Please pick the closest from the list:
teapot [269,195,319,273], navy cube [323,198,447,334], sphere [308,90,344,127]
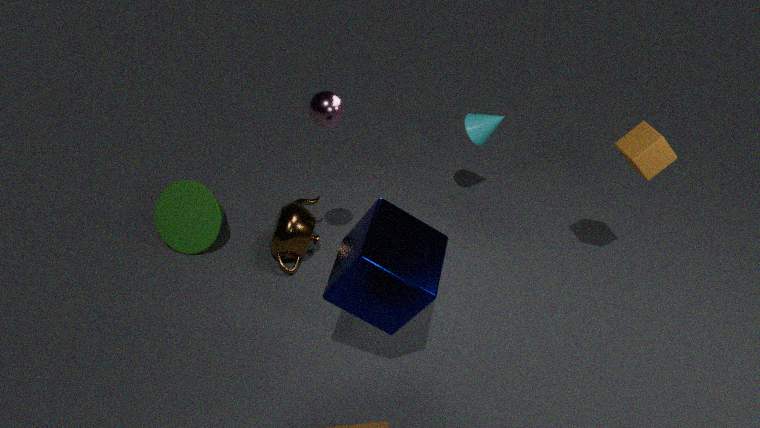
navy cube [323,198,447,334]
